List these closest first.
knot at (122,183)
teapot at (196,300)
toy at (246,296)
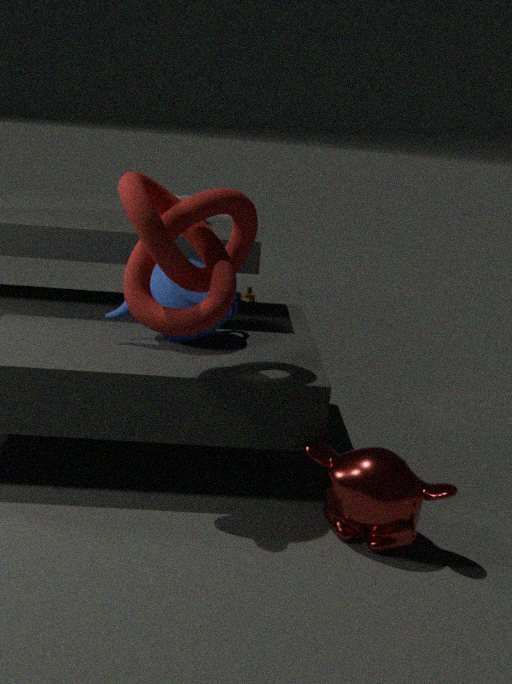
knot at (122,183) < teapot at (196,300) < toy at (246,296)
